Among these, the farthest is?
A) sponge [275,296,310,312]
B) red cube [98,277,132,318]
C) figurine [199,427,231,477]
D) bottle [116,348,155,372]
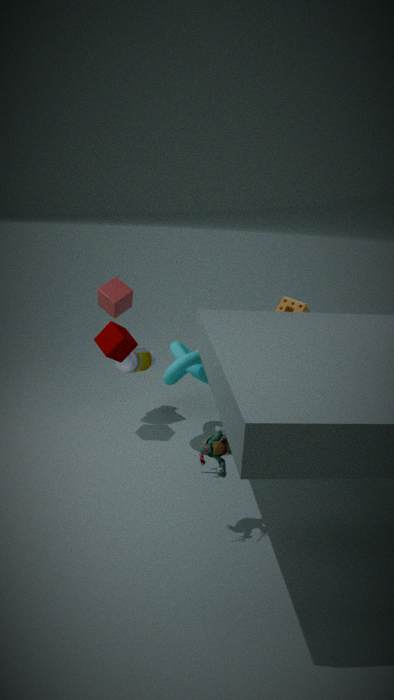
bottle [116,348,155,372]
